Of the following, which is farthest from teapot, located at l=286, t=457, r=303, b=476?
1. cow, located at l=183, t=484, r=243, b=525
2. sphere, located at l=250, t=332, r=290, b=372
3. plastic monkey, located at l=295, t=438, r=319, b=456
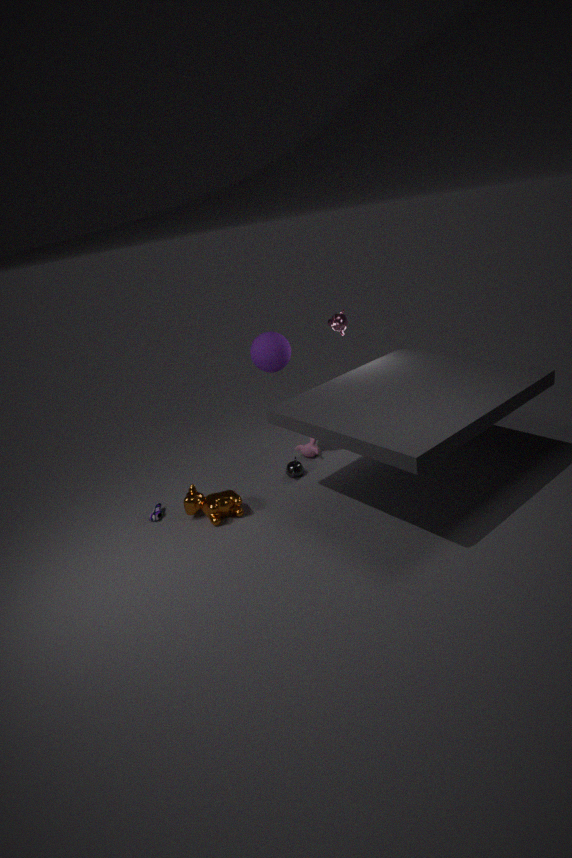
sphere, located at l=250, t=332, r=290, b=372
